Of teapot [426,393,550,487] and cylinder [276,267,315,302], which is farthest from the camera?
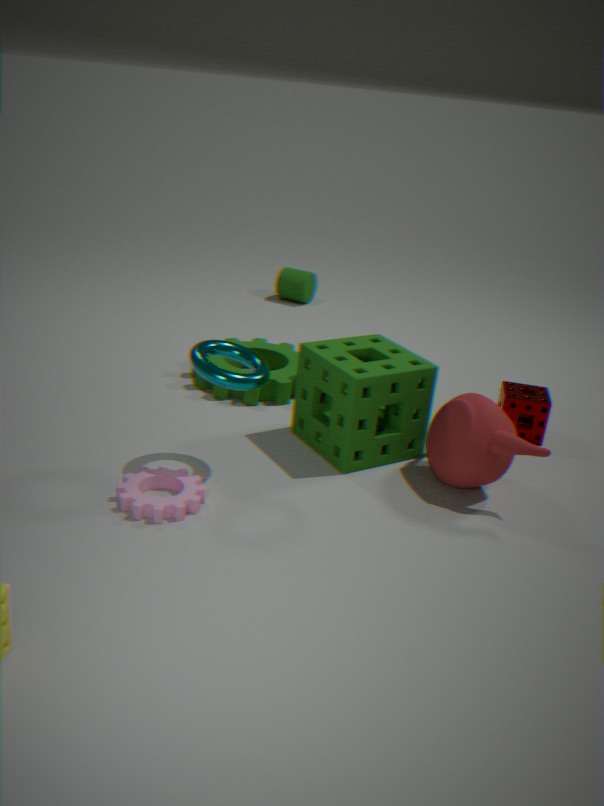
cylinder [276,267,315,302]
